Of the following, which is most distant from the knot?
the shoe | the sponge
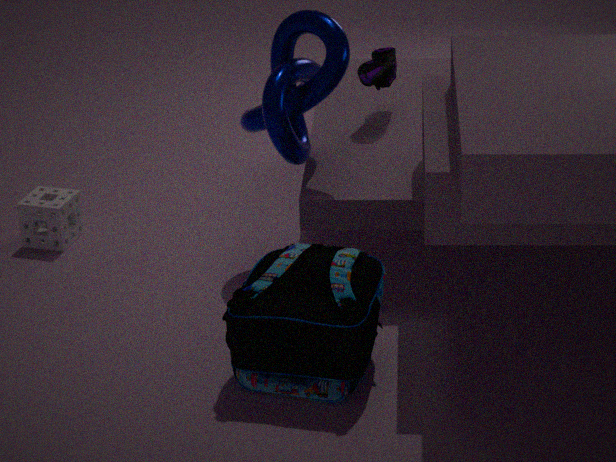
the sponge
